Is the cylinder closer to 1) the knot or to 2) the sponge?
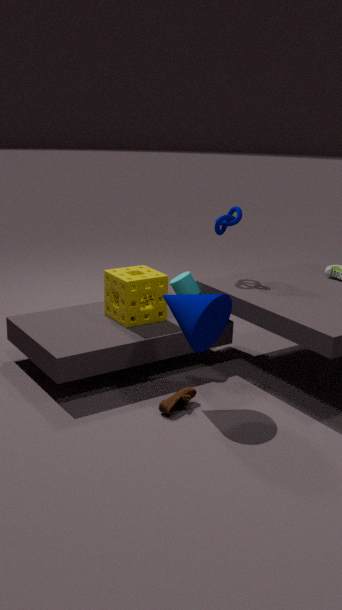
2) the sponge
